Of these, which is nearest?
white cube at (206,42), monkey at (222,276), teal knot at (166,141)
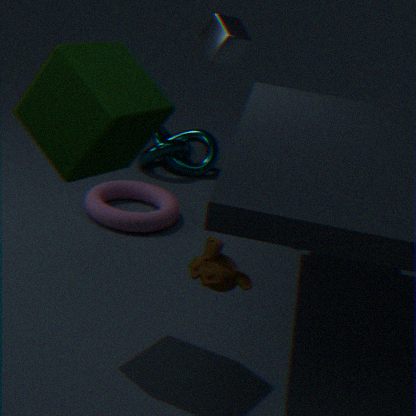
monkey at (222,276)
